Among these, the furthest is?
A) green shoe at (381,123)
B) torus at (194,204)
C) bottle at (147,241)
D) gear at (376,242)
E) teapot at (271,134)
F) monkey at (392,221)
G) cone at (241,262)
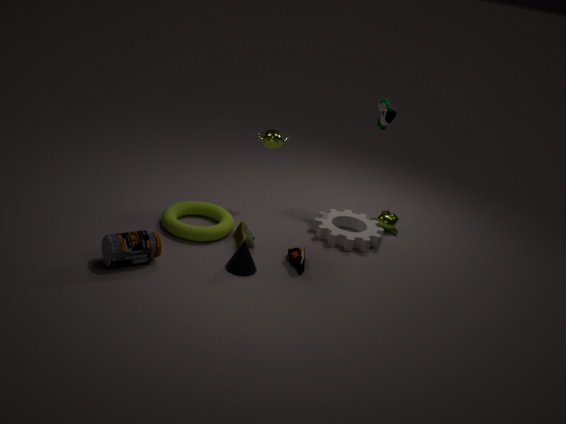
monkey at (392,221)
